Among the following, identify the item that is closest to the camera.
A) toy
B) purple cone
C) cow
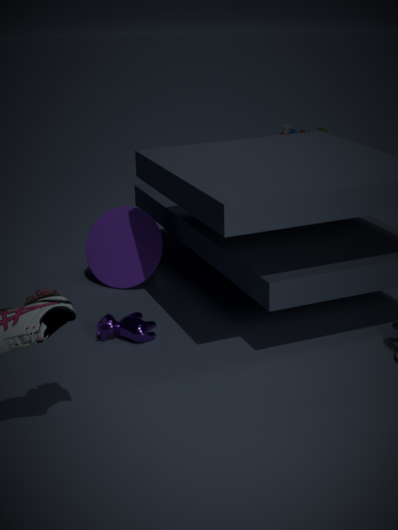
cow
